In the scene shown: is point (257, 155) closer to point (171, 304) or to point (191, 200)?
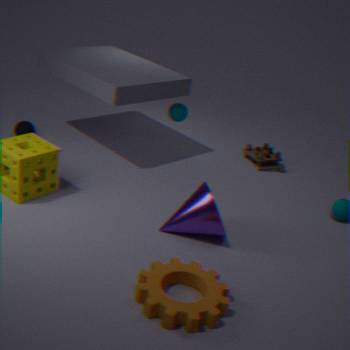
point (191, 200)
